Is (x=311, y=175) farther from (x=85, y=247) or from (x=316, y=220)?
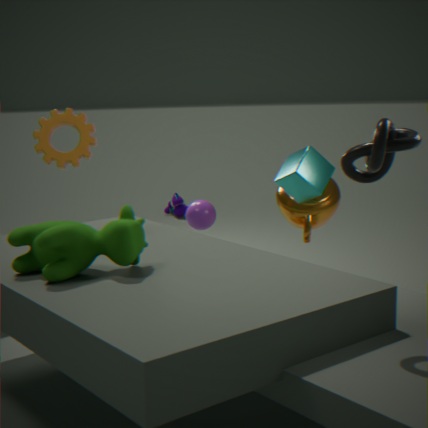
(x=85, y=247)
